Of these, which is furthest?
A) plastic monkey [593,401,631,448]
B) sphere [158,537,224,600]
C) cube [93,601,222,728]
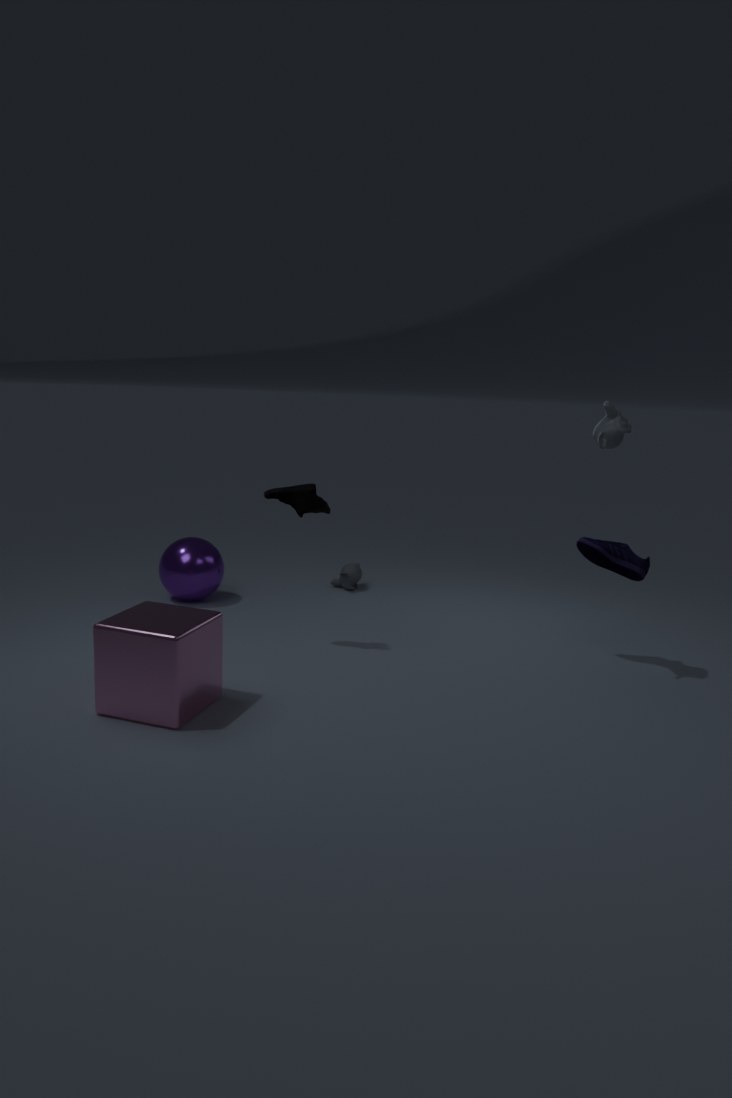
sphere [158,537,224,600]
